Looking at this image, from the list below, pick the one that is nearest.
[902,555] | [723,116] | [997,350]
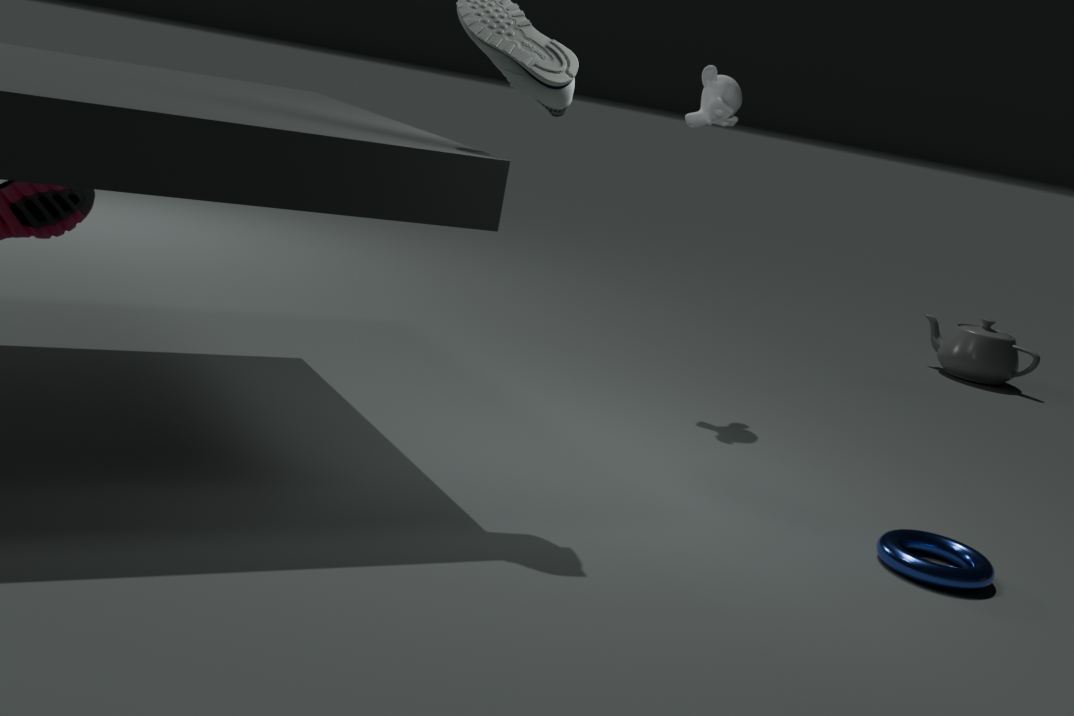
[902,555]
